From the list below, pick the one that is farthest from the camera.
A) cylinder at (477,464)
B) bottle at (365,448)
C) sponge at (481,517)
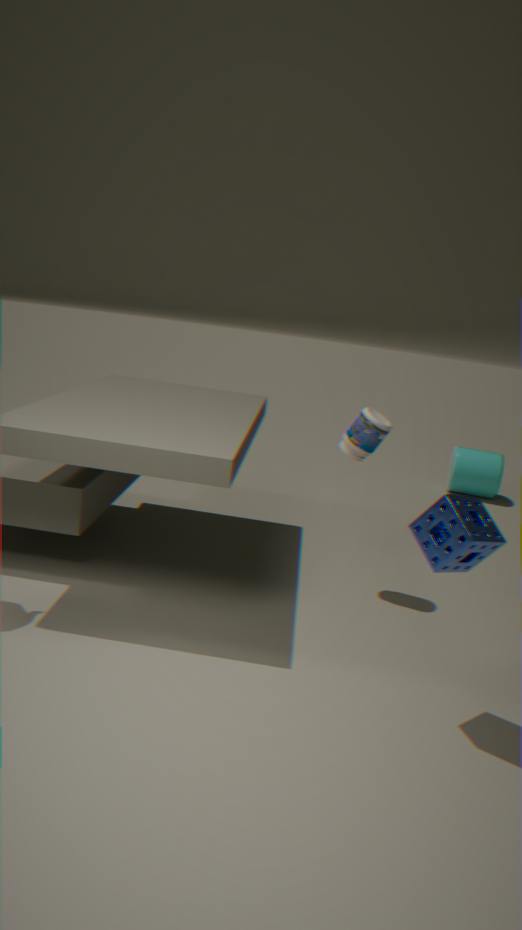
cylinder at (477,464)
